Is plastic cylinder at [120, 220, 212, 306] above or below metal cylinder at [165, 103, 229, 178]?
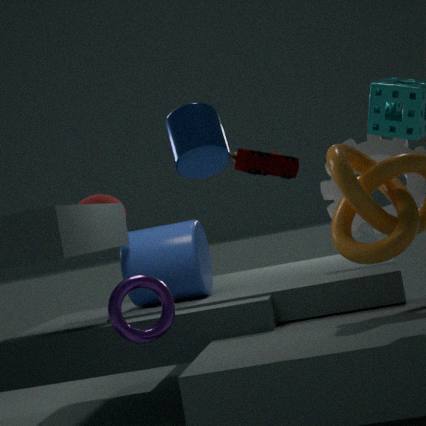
below
